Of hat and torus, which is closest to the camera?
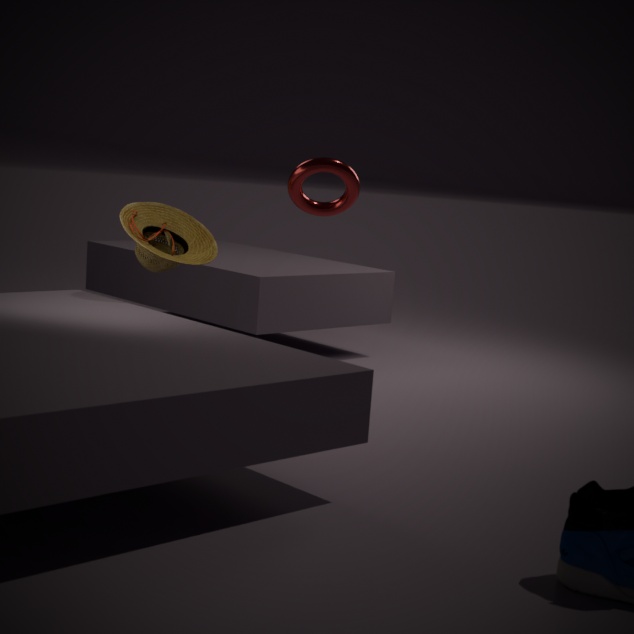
torus
